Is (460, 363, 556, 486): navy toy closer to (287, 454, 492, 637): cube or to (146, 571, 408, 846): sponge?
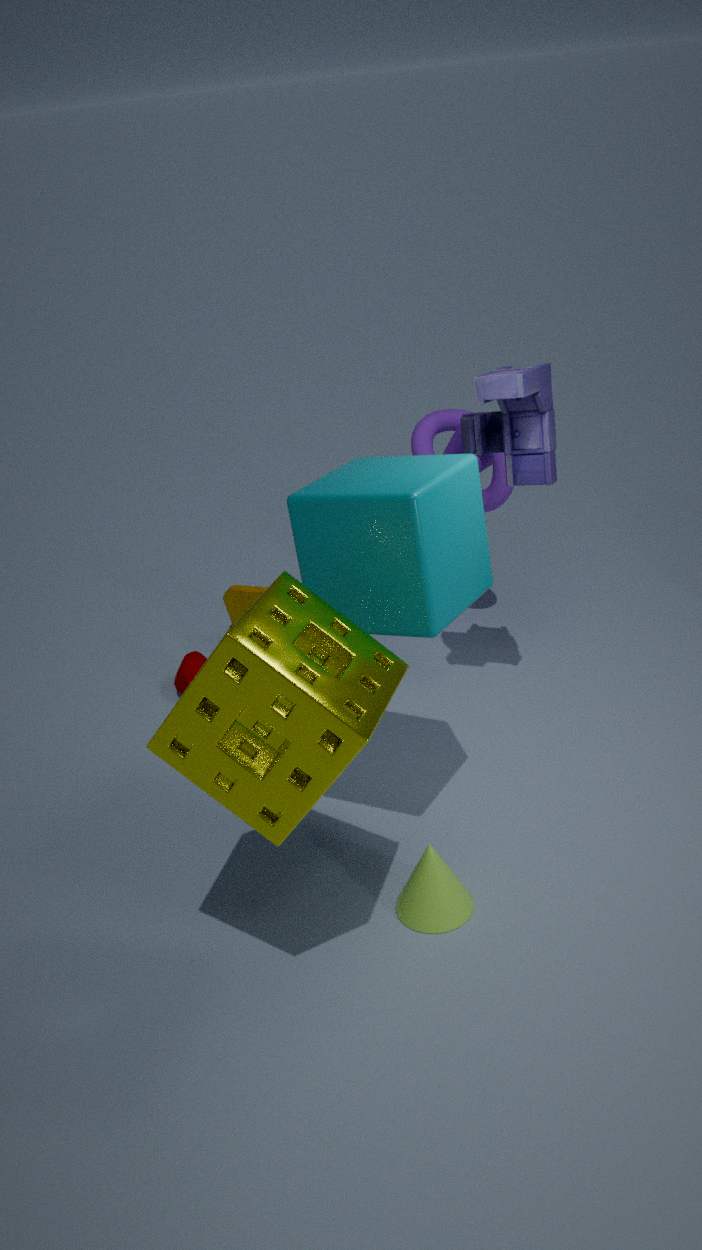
(287, 454, 492, 637): cube
